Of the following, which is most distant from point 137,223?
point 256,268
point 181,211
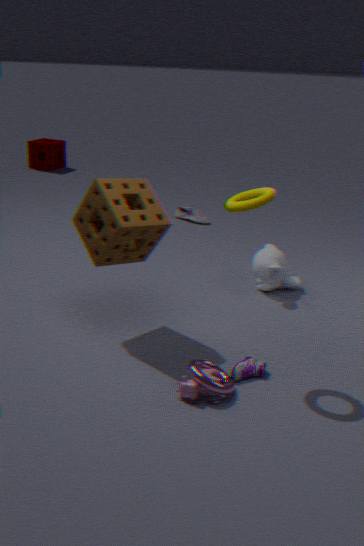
point 181,211
